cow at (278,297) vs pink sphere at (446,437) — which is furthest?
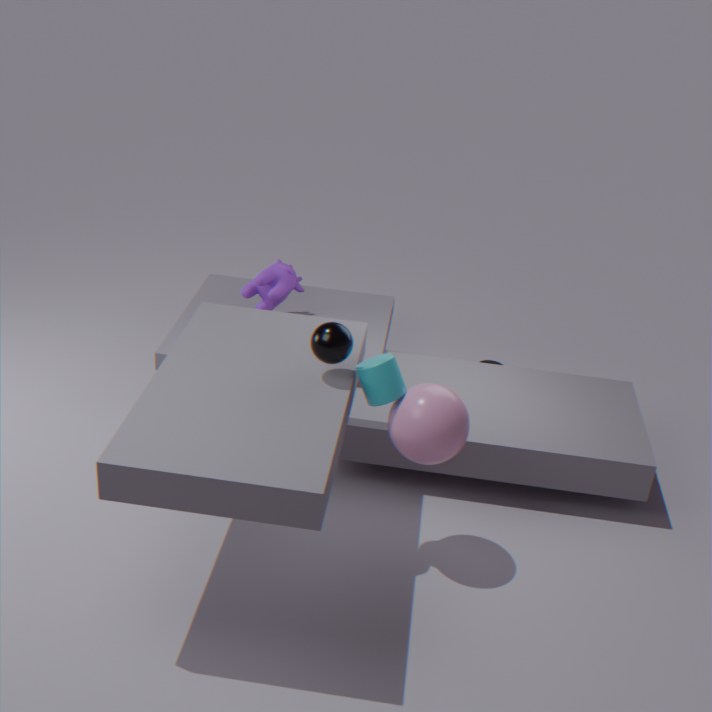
cow at (278,297)
